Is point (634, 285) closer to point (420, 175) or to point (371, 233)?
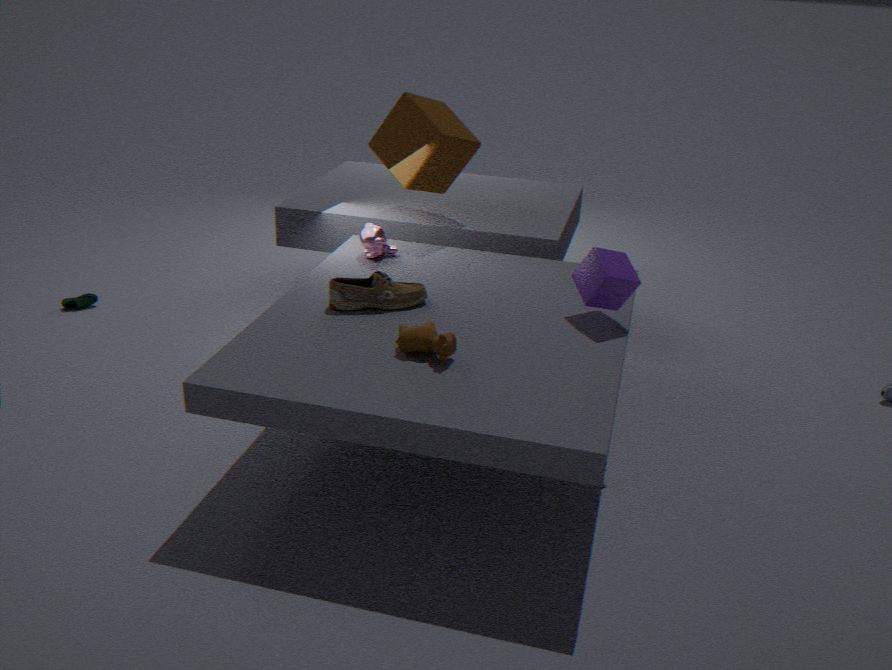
point (371, 233)
